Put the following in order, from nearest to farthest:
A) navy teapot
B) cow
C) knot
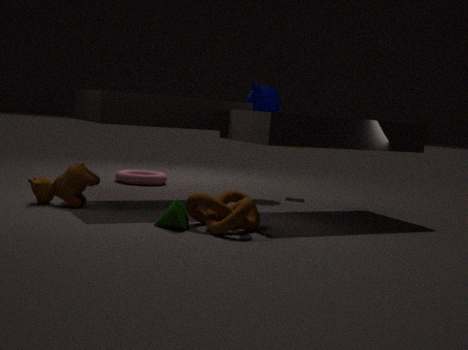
knot < cow < navy teapot
